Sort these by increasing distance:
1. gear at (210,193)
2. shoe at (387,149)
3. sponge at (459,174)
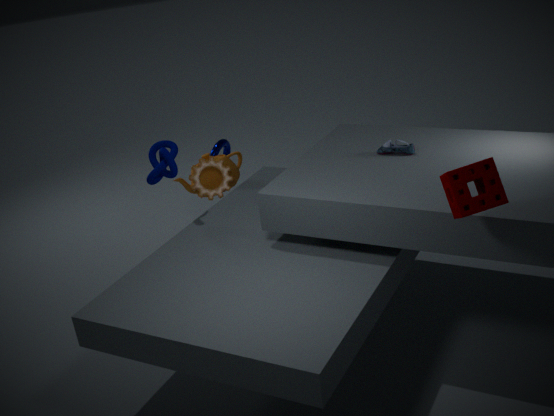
sponge at (459,174)
shoe at (387,149)
gear at (210,193)
